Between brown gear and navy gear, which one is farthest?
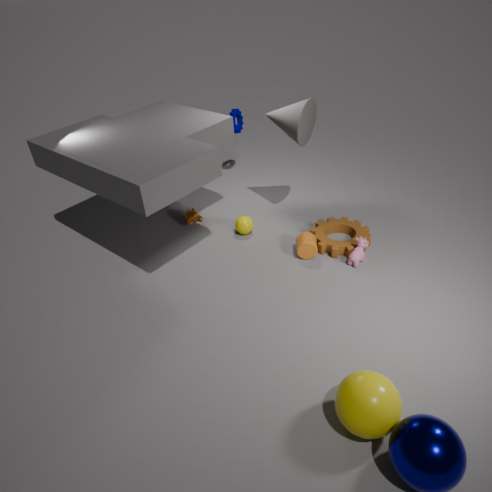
navy gear
